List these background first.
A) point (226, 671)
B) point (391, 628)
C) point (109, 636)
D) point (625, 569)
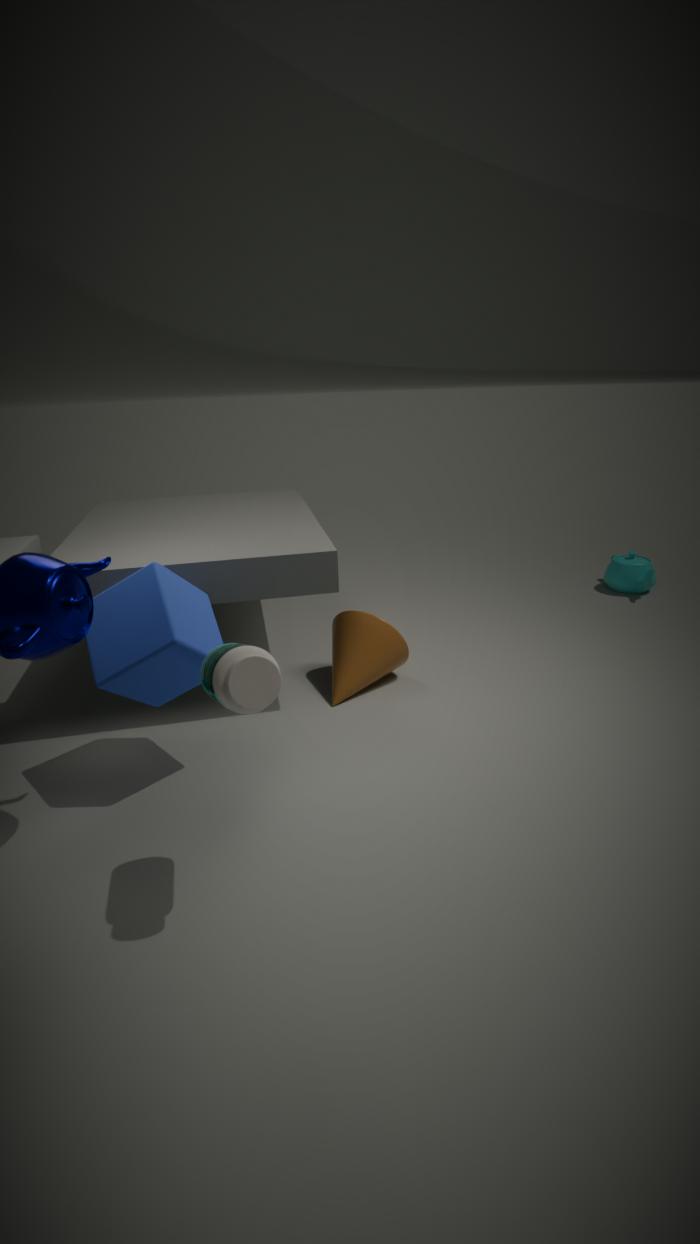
point (625, 569), point (391, 628), point (109, 636), point (226, 671)
